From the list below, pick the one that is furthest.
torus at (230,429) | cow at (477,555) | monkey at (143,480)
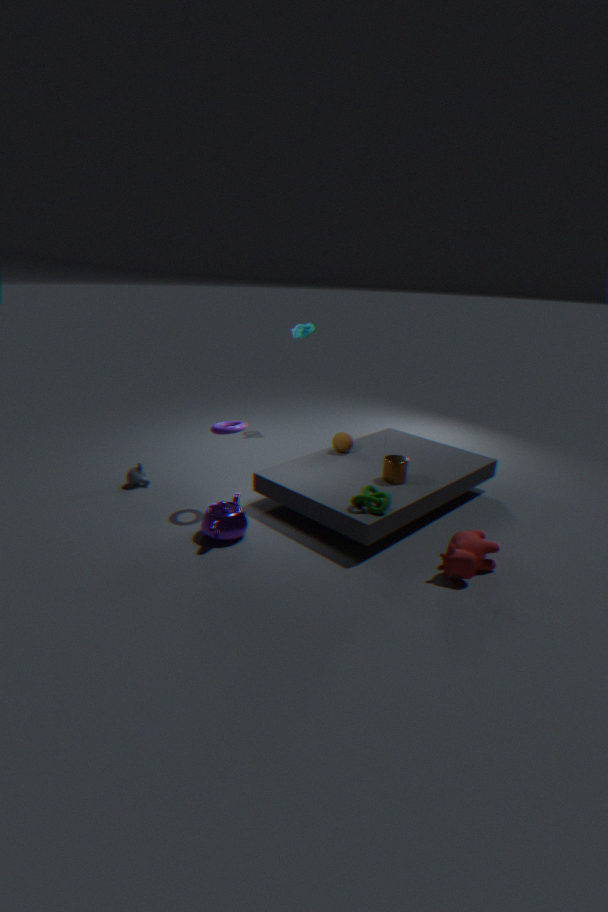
monkey at (143,480)
